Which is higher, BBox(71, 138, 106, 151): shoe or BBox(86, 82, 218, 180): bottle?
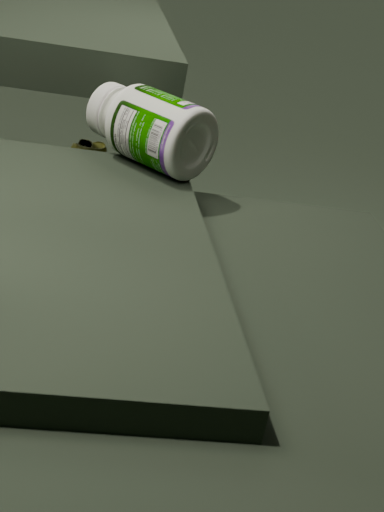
BBox(86, 82, 218, 180): bottle
